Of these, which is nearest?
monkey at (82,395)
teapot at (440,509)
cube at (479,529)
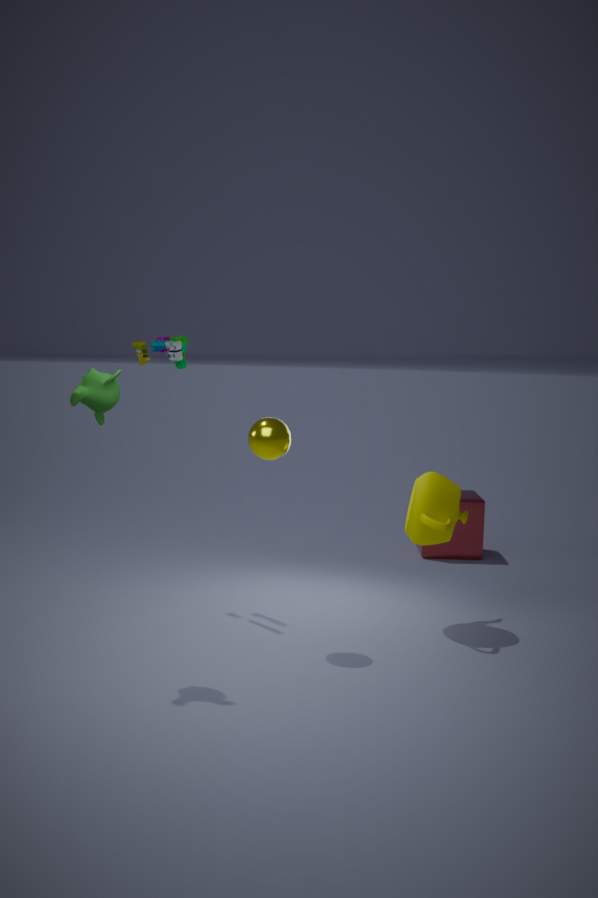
monkey at (82,395)
